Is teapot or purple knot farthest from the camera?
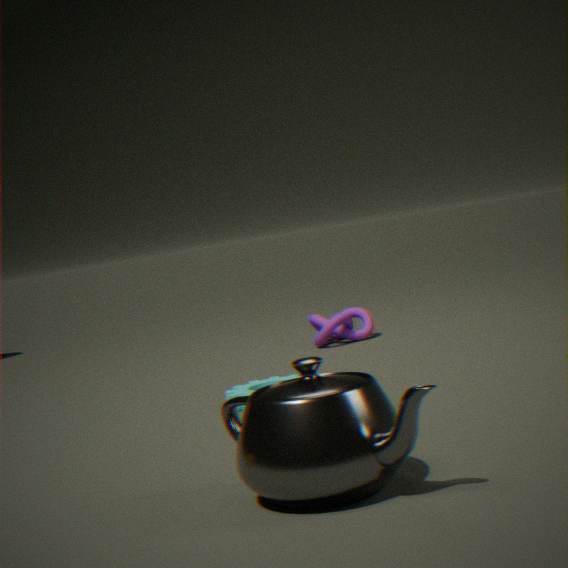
purple knot
